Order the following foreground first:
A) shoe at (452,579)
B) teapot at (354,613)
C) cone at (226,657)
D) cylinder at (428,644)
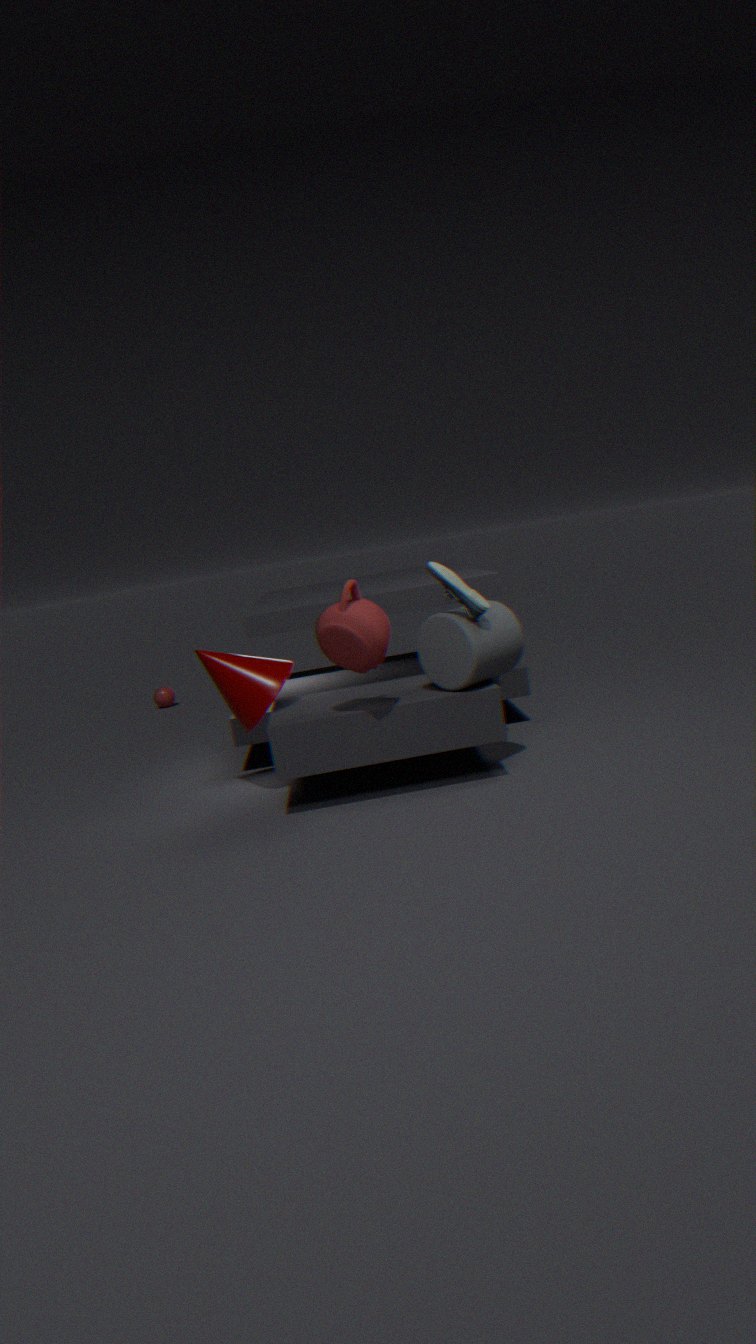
1. teapot at (354,613)
2. shoe at (452,579)
3. cylinder at (428,644)
4. cone at (226,657)
